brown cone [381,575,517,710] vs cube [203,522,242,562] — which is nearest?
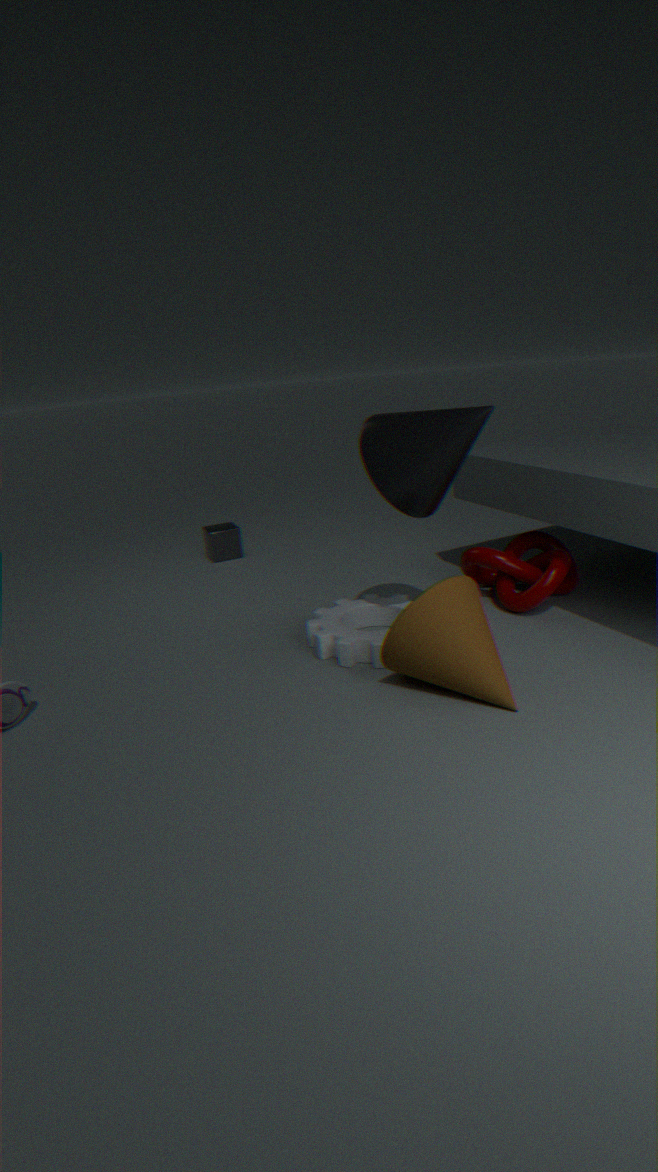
brown cone [381,575,517,710]
